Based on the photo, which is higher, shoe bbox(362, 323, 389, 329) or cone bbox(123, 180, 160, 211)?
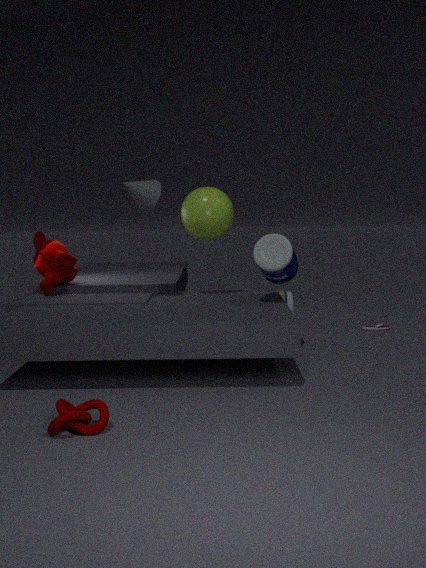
cone bbox(123, 180, 160, 211)
